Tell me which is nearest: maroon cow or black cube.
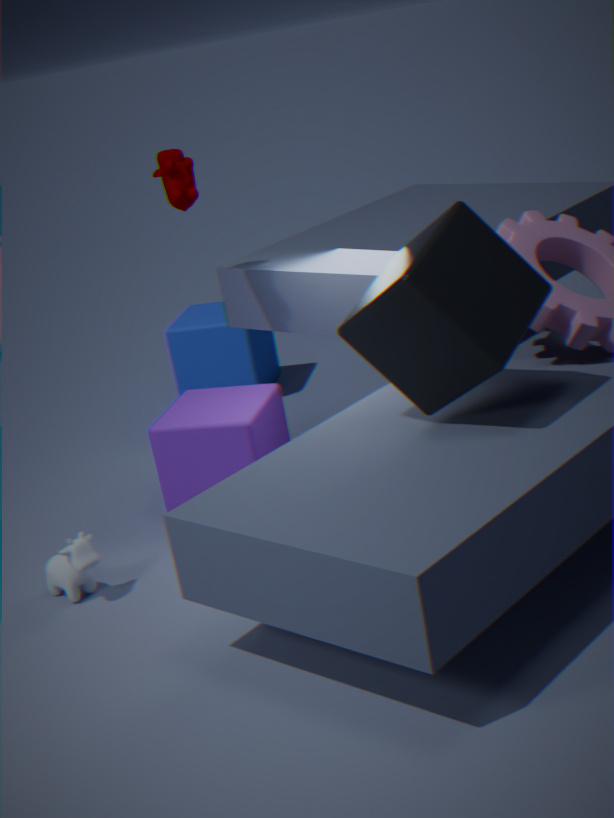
black cube
